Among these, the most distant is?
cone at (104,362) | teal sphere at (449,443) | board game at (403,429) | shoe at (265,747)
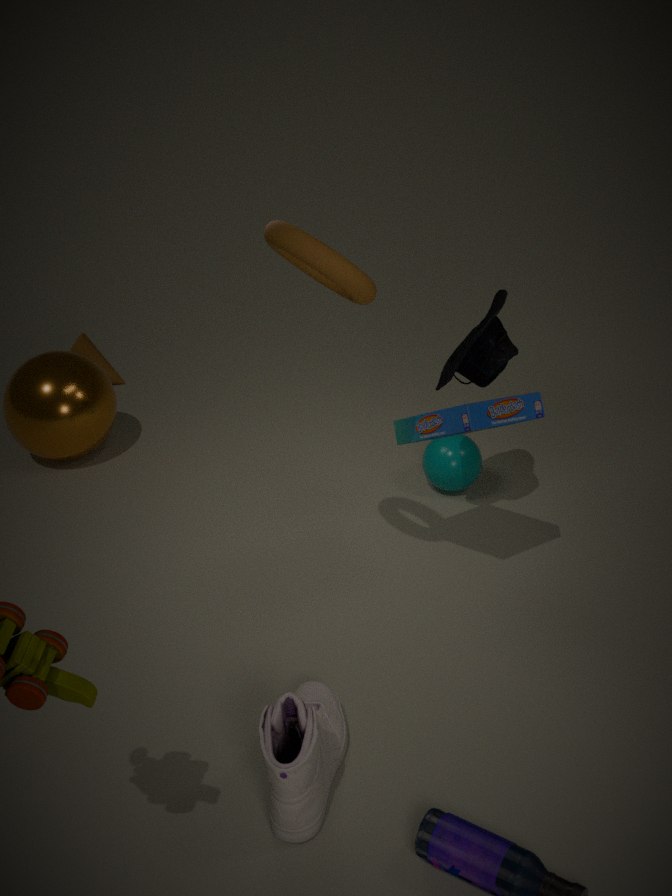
cone at (104,362)
